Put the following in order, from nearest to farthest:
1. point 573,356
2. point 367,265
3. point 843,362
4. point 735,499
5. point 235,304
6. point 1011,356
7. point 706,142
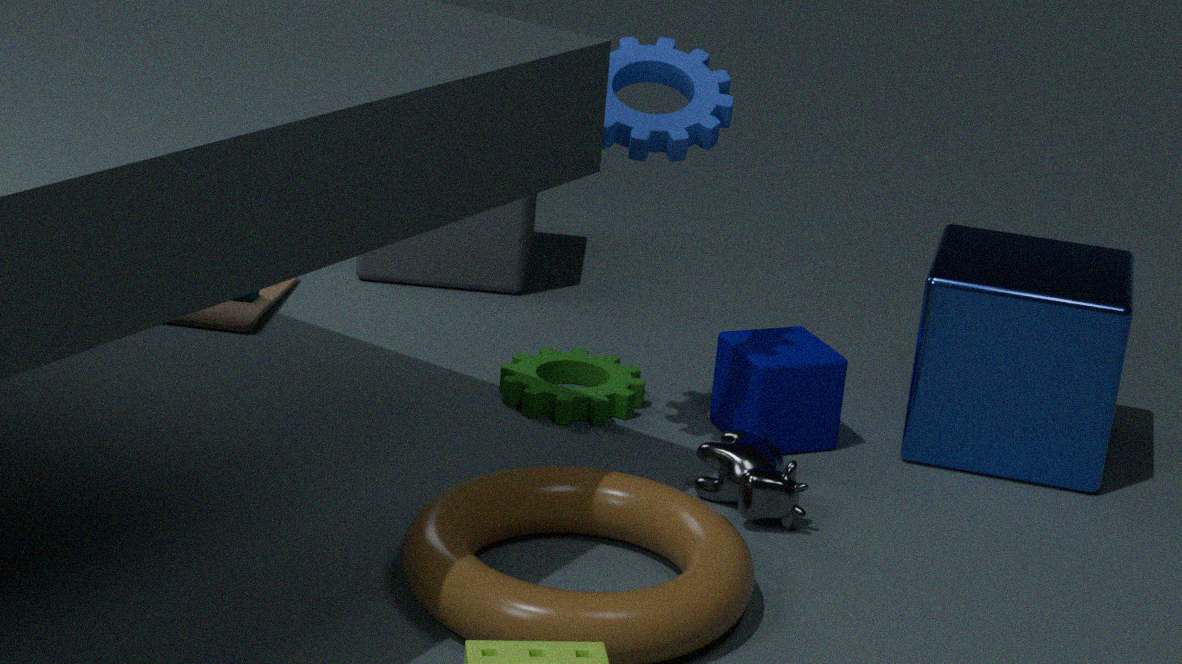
point 706,142, point 735,499, point 1011,356, point 843,362, point 573,356, point 235,304, point 367,265
